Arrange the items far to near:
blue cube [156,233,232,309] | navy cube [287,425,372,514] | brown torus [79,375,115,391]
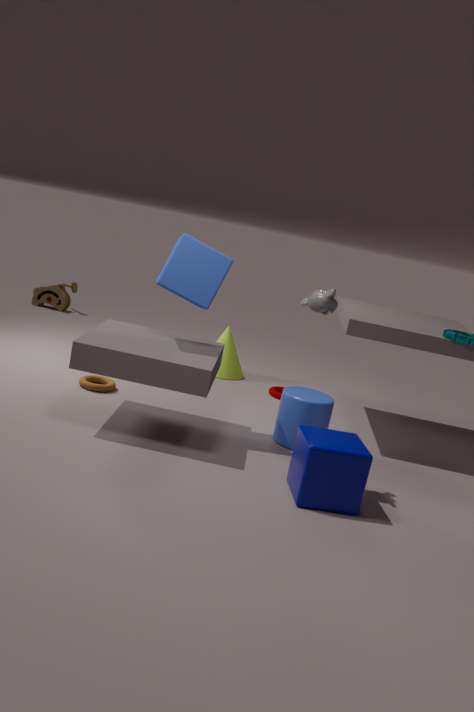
brown torus [79,375,115,391] → blue cube [156,233,232,309] → navy cube [287,425,372,514]
